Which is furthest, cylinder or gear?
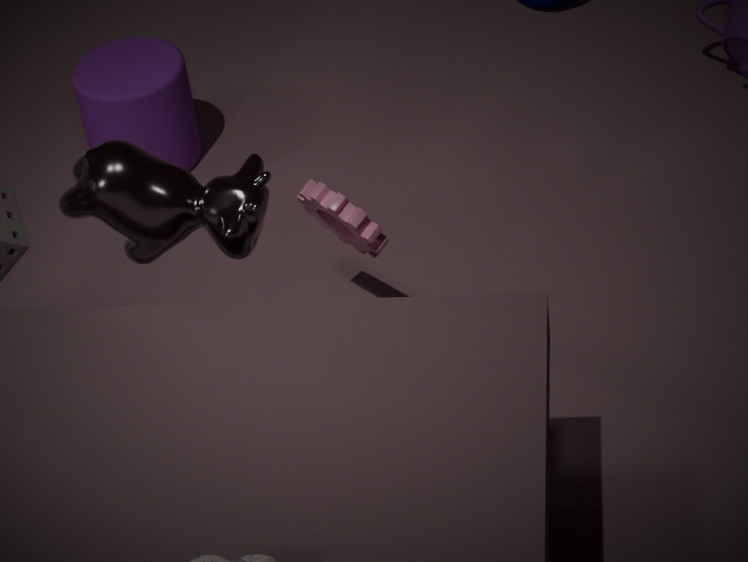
cylinder
